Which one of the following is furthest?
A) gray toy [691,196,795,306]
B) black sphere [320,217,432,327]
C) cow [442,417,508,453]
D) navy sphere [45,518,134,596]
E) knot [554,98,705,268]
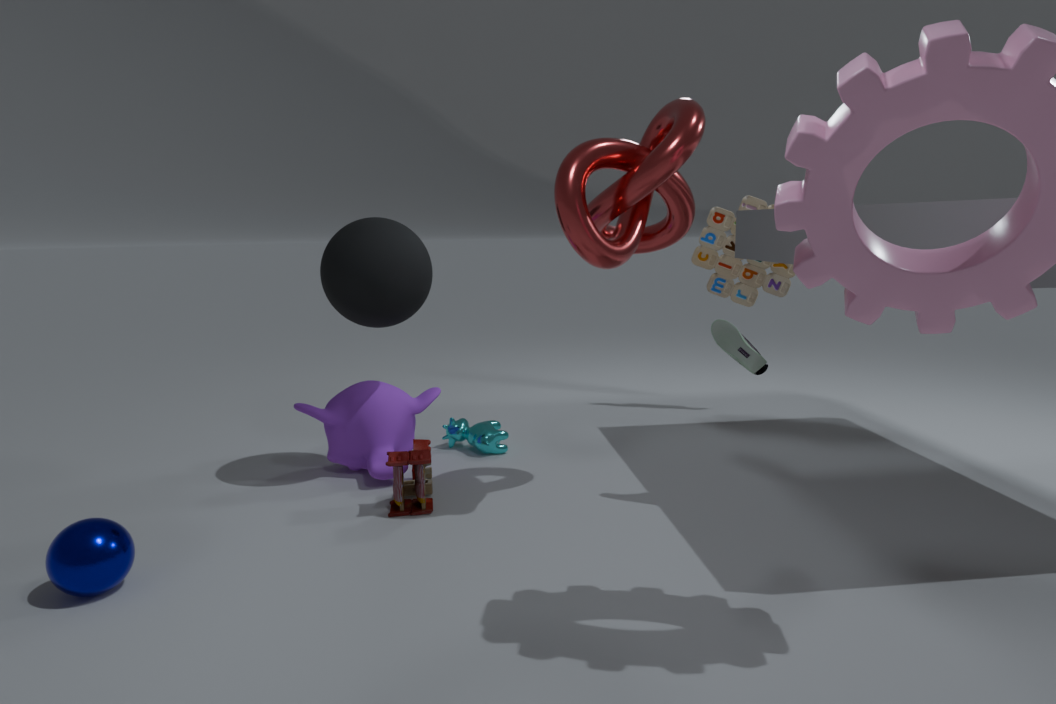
gray toy [691,196,795,306]
